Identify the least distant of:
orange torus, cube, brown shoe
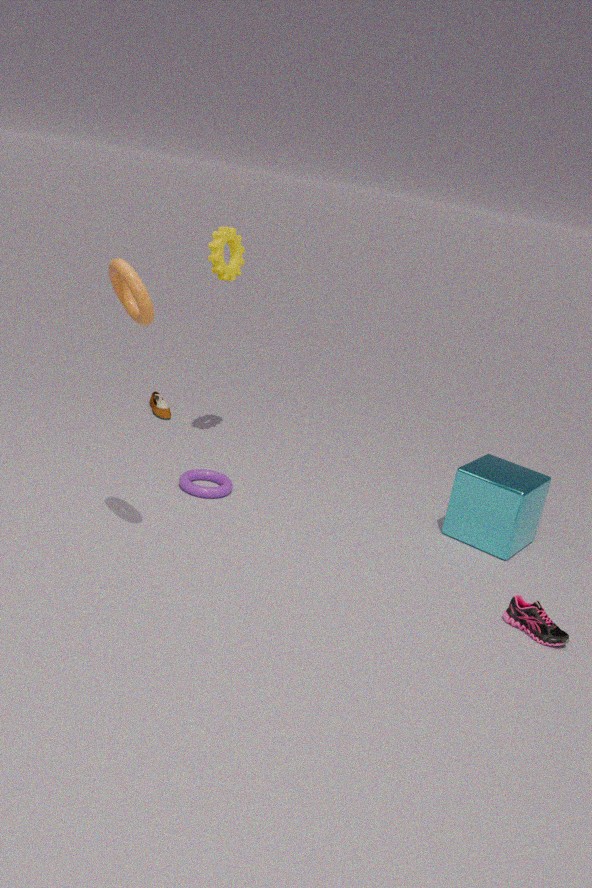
orange torus
